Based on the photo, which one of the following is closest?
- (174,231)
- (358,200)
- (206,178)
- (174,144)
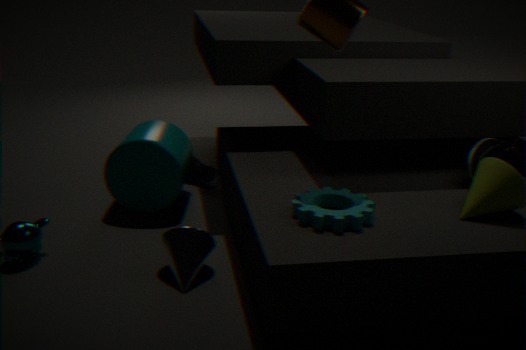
(358,200)
